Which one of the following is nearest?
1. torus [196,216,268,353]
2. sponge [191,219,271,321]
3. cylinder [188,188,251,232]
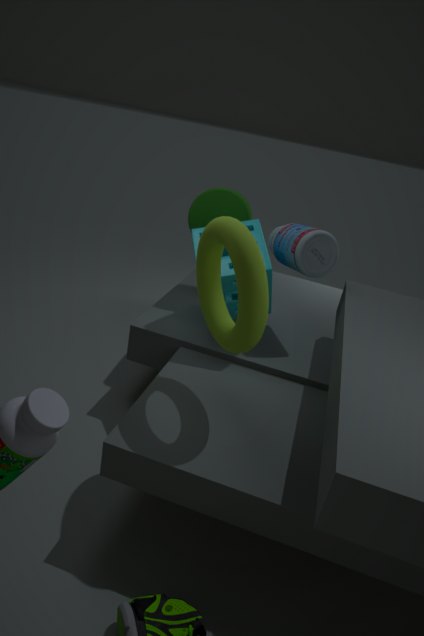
torus [196,216,268,353]
